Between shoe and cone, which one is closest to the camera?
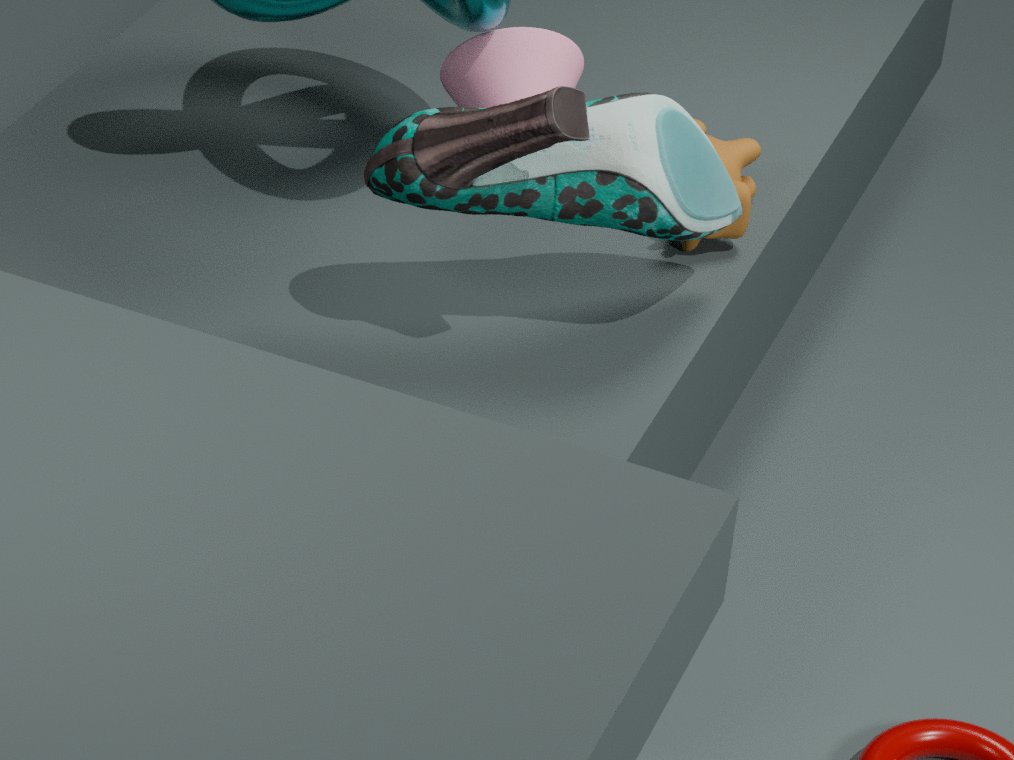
shoe
